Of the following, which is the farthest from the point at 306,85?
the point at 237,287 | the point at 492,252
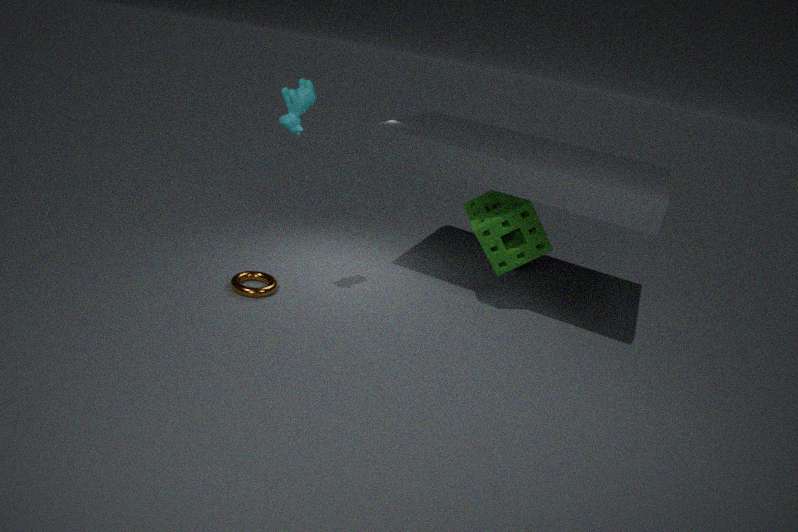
the point at 492,252
